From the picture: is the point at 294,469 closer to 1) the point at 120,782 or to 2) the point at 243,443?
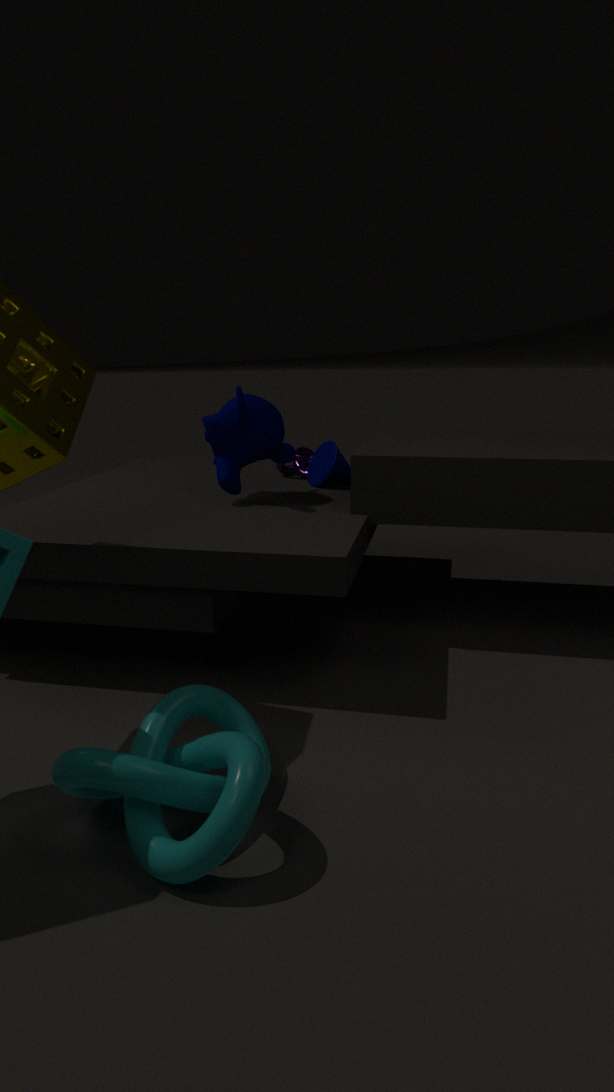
2) the point at 243,443
